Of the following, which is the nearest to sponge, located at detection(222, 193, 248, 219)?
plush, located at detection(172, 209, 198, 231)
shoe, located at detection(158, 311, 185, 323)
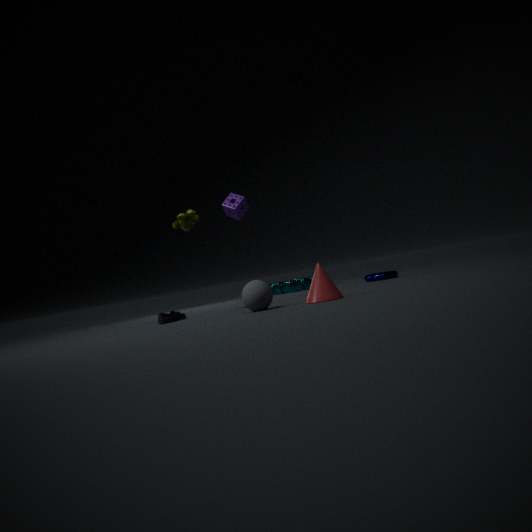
plush, located at detection(172, 209, 198, 231)
